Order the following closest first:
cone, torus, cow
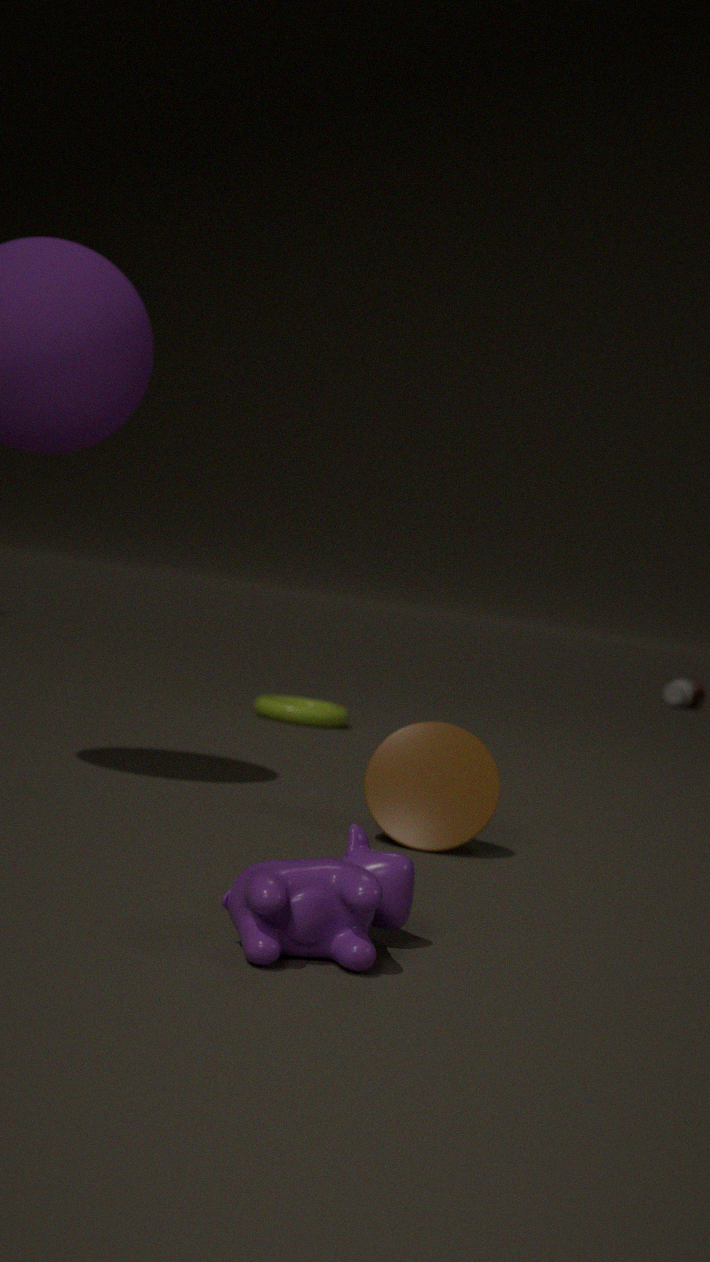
cow → cone → torus
